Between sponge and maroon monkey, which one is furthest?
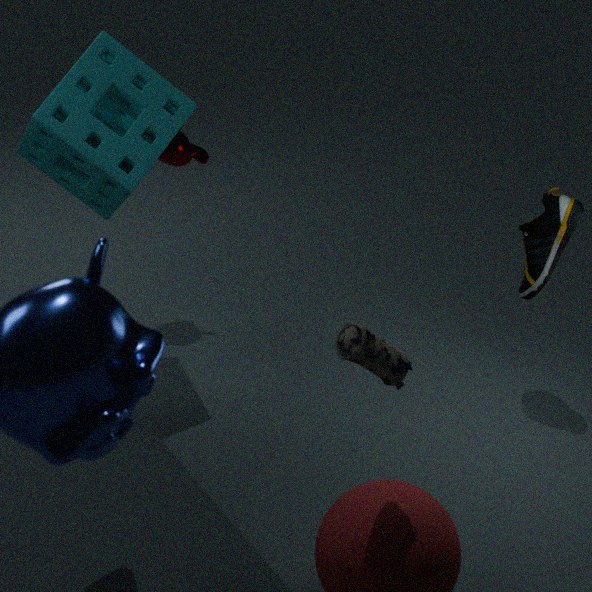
maroon monkey
